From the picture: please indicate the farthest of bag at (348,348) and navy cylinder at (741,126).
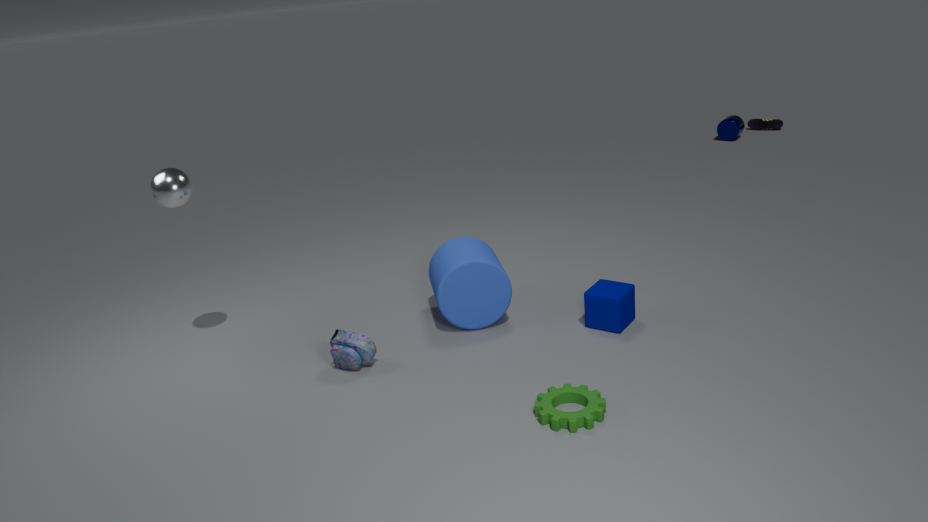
navy cylinder at (741,126)
